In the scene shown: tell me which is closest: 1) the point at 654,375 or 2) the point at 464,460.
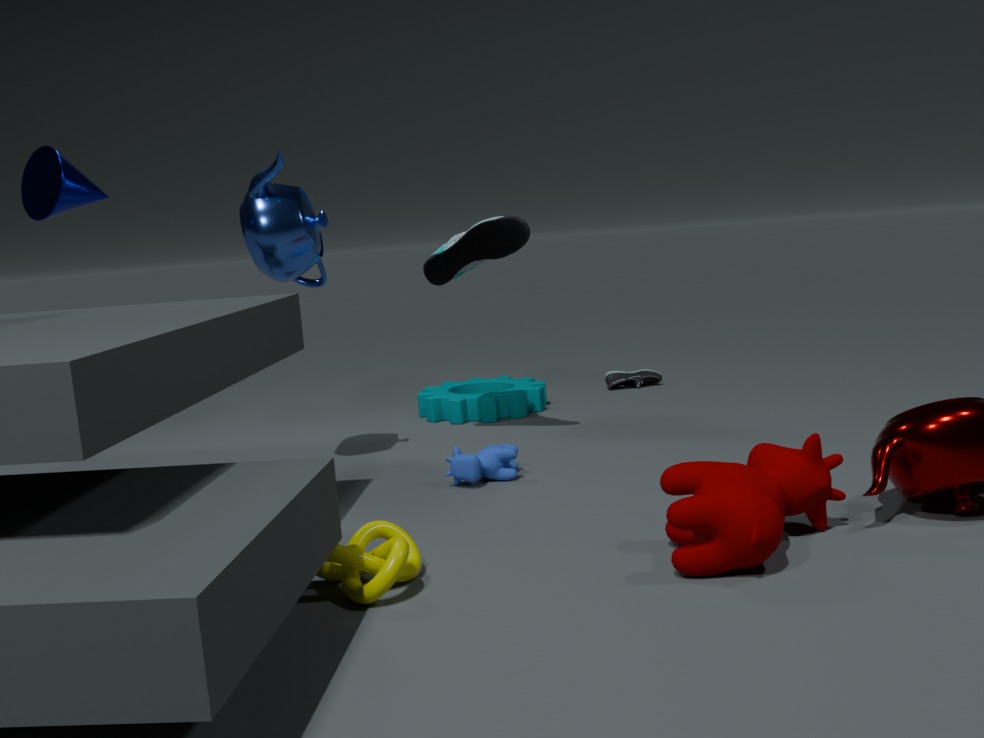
2. the point at 464,460
